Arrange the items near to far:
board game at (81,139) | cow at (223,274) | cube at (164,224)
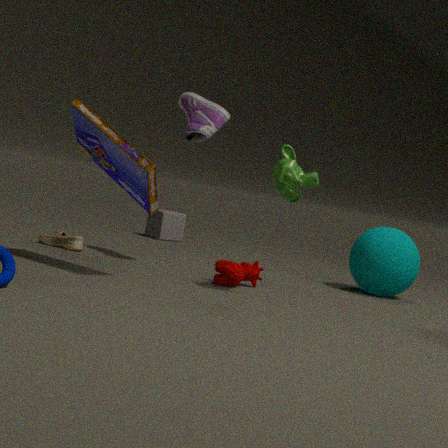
1. board game at (81,139)
2. cow at (223,274)
3. cube at (164,224)
